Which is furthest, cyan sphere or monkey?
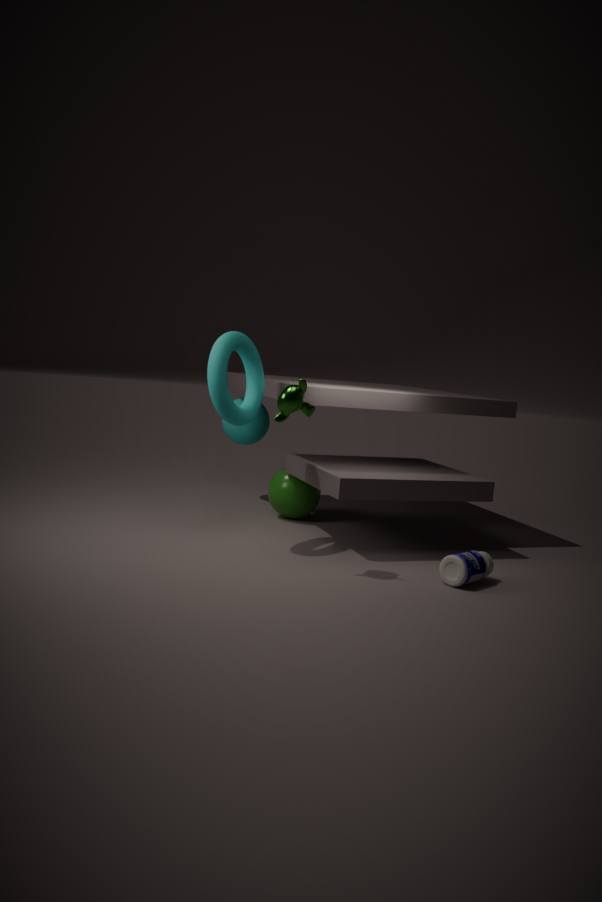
cyan sphere
